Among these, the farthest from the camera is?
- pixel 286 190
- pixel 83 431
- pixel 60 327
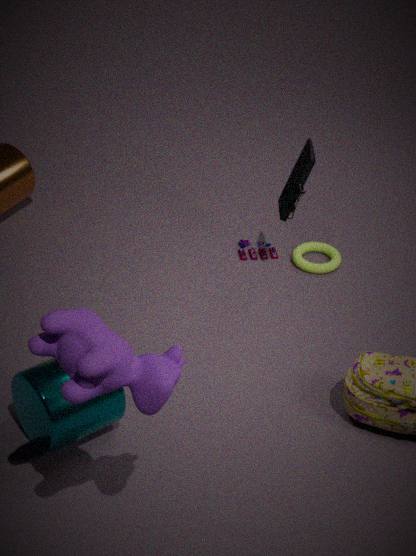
pixel 286 190
